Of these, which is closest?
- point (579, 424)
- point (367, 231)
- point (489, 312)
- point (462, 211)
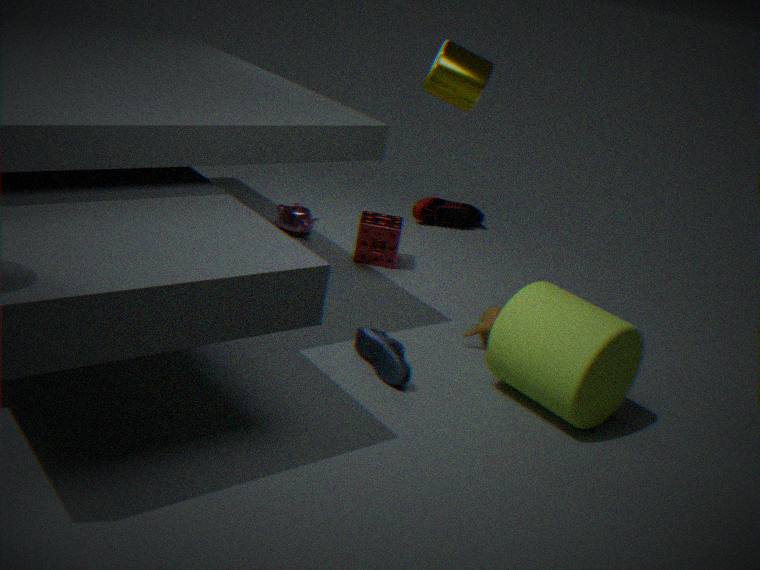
point (579, 424)
